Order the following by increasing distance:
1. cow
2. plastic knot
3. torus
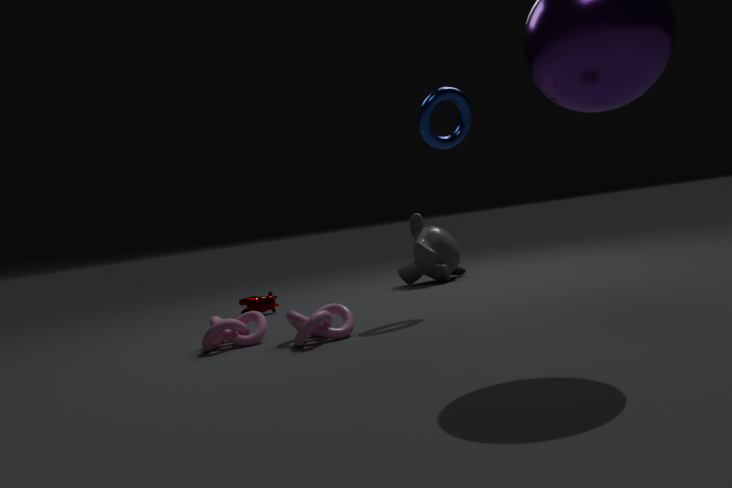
1. plastic knot
2. torus
3. cow
